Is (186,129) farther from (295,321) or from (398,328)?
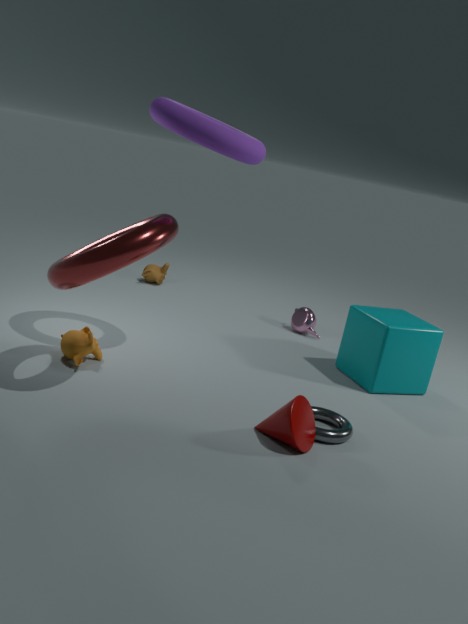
(295,321)
